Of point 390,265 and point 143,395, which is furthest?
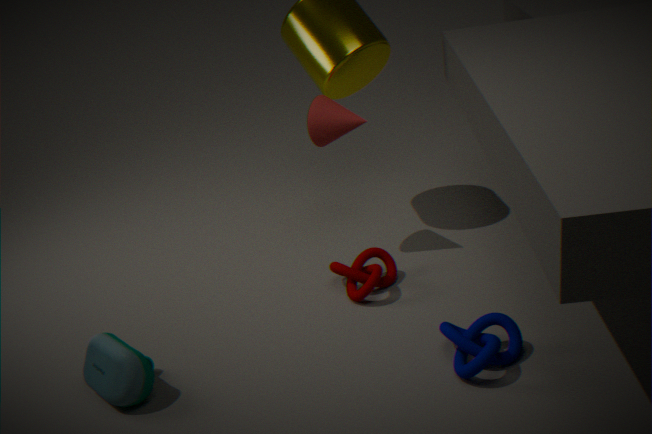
point 390,265
